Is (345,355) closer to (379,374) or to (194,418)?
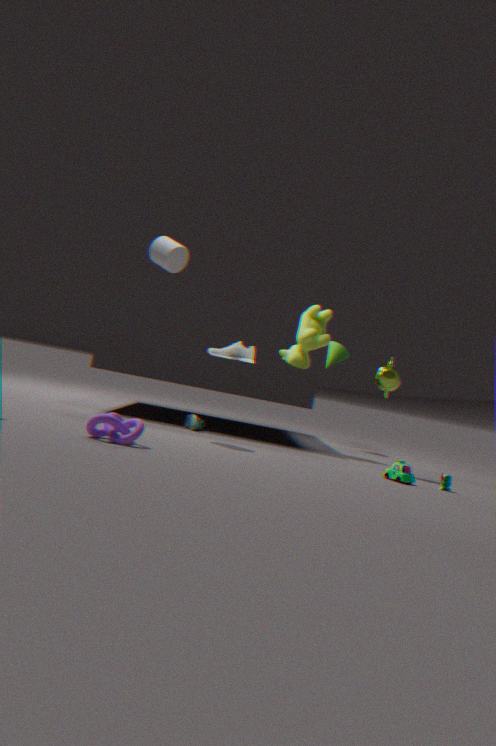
(379,374)
